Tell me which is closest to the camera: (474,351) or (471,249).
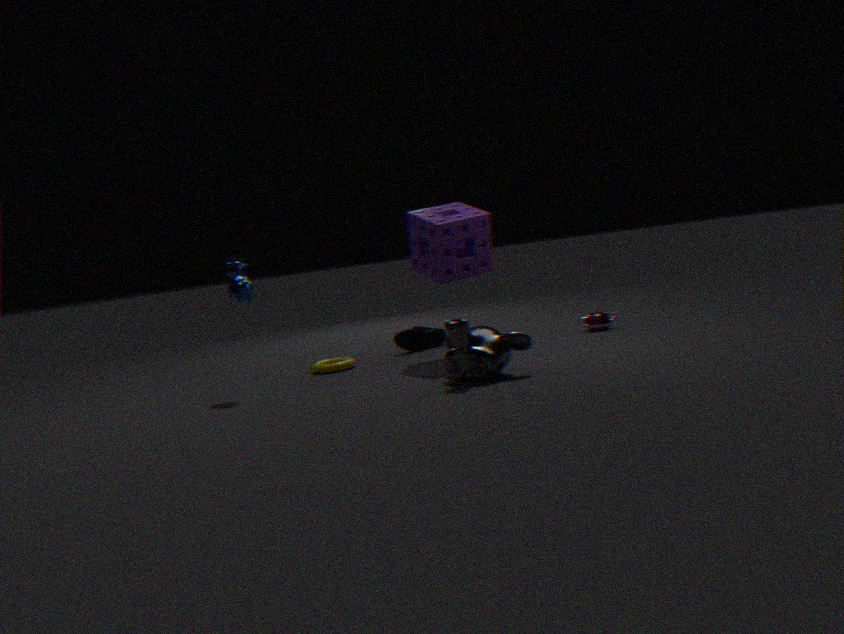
(474,351)
